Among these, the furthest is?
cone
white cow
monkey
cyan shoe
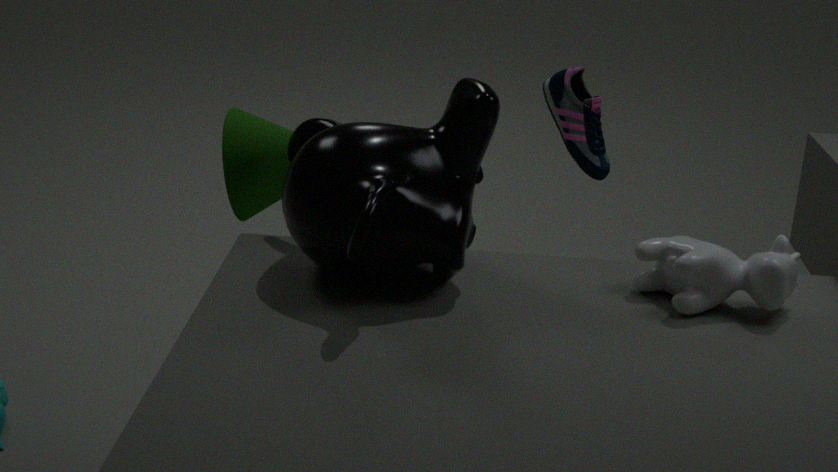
cyan shoe
